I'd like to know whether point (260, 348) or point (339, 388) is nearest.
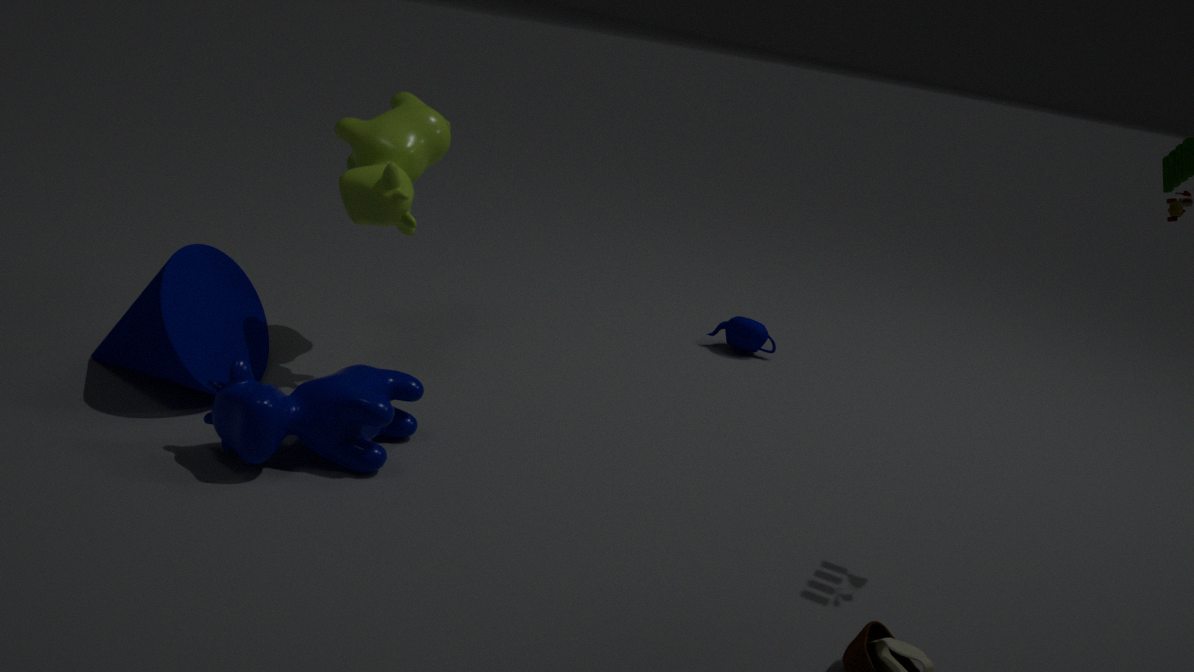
point (339, 388)
